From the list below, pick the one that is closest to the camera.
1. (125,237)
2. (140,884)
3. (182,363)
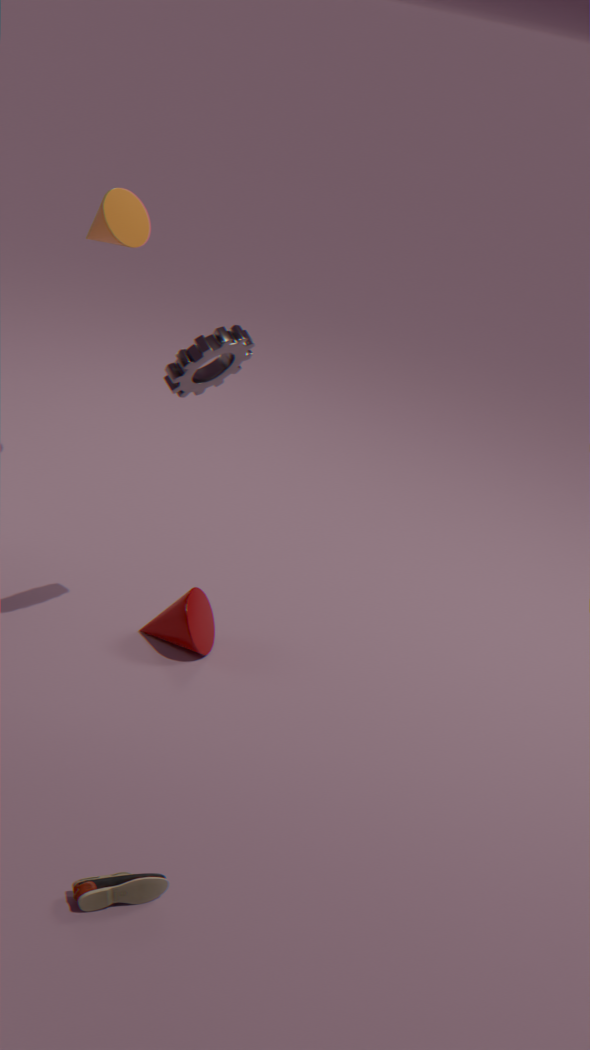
(140,884)
